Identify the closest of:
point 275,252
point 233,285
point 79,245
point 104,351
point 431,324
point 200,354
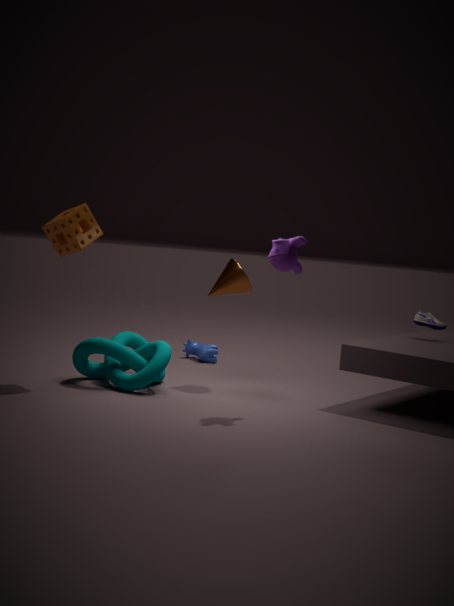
point 275,252
